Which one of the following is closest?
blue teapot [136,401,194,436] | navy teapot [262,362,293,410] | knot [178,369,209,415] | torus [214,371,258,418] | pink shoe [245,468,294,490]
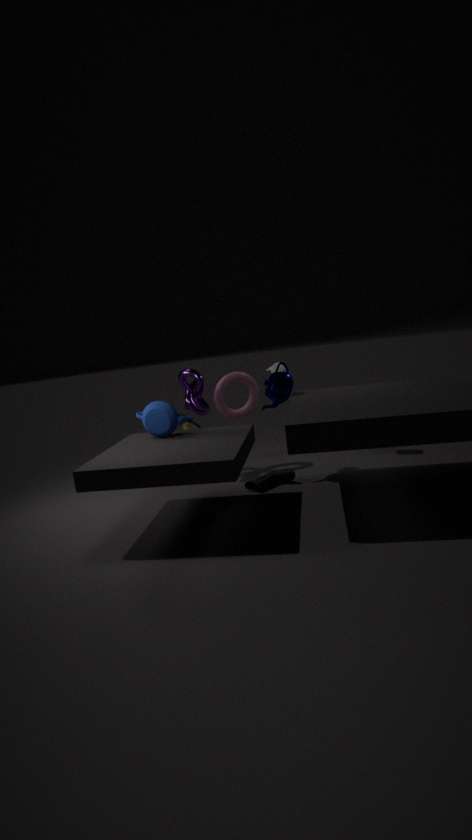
blue teapot [136,401,194,436]
